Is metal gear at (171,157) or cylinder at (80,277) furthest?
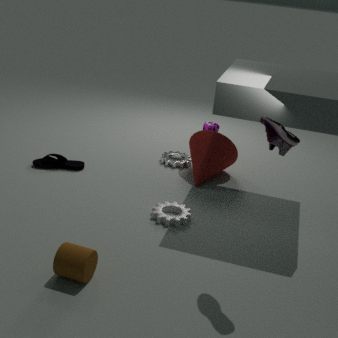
metal gear at (171,157)
